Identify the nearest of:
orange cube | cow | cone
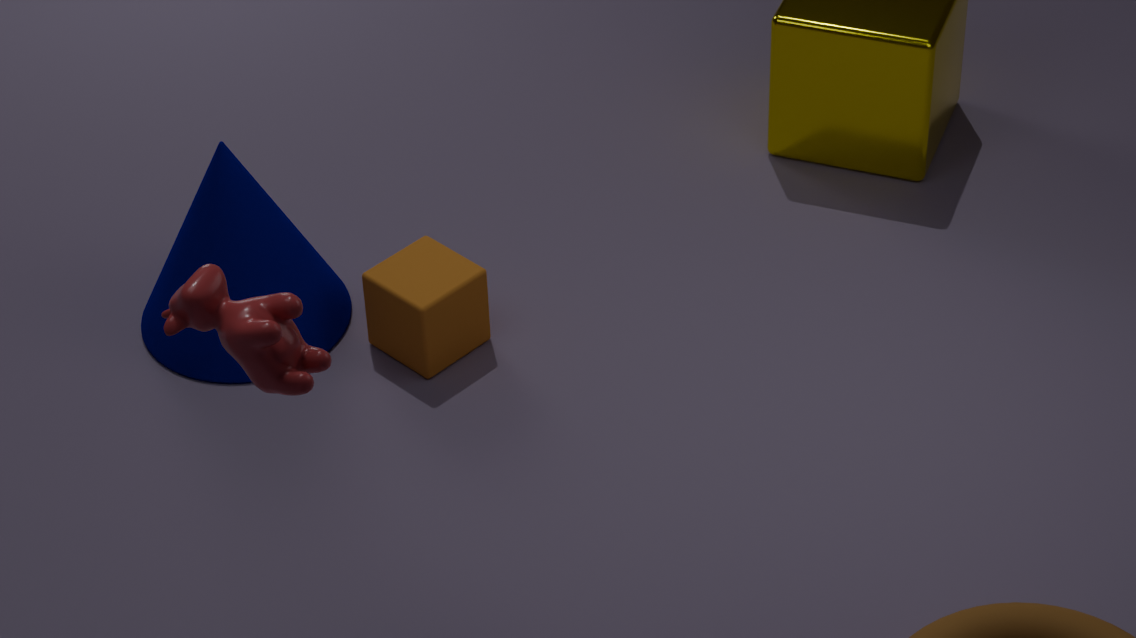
cow
